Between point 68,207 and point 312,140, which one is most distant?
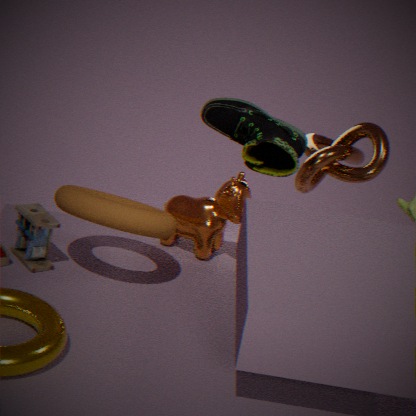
point 312,140
